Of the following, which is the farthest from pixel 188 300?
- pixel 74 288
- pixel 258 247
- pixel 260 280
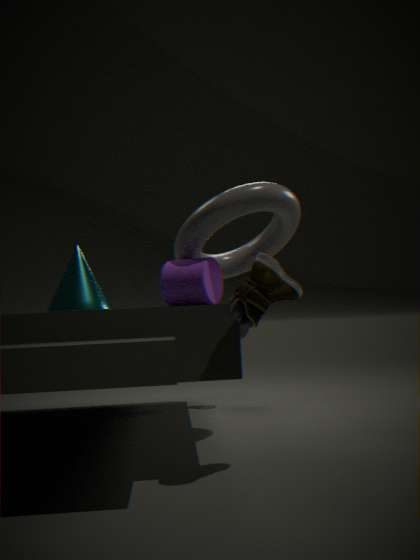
pixel 260 280
